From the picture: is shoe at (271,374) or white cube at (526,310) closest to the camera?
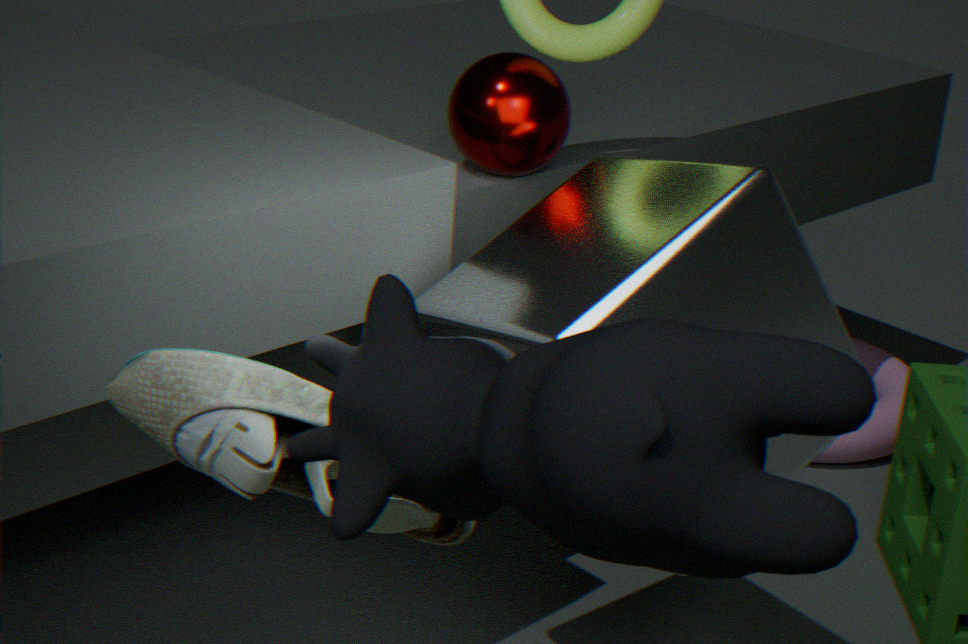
shoe at (271,374)
